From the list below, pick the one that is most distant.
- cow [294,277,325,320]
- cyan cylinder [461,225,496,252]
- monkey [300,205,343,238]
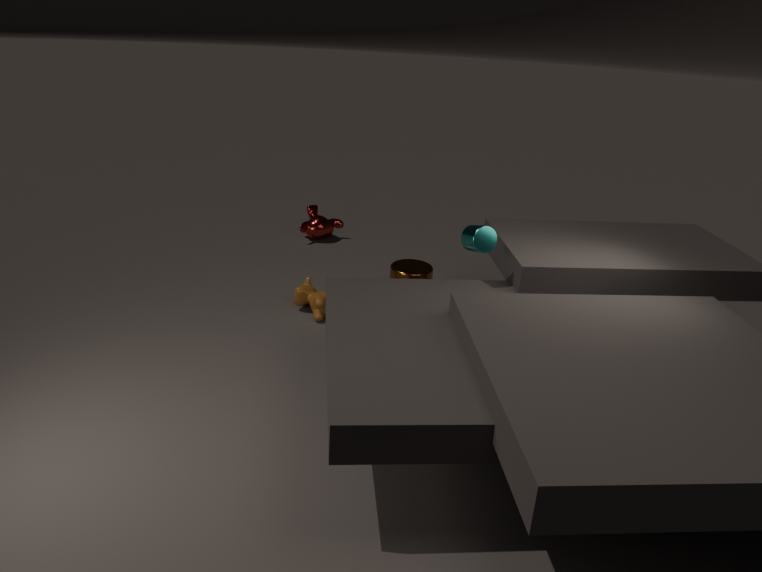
monkey [300,205,343,238]
